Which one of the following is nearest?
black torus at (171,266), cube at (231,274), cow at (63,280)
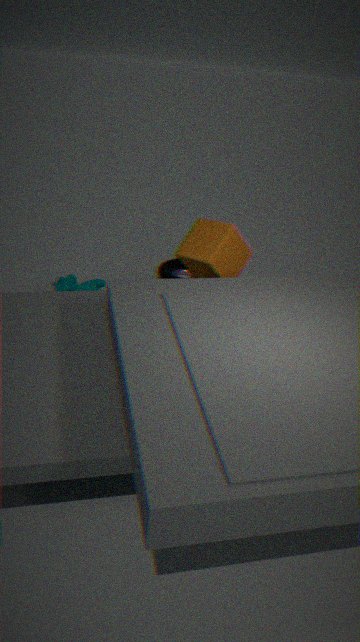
cube at (231,274)
